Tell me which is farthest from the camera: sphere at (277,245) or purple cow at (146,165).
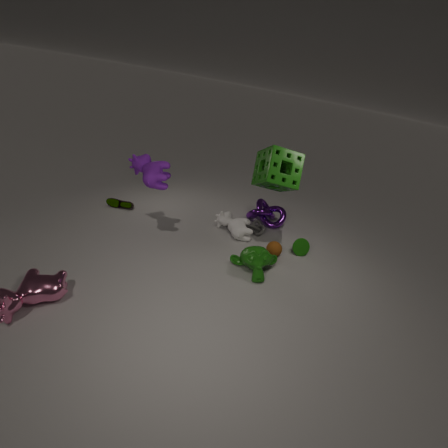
sphere at (277,245)
